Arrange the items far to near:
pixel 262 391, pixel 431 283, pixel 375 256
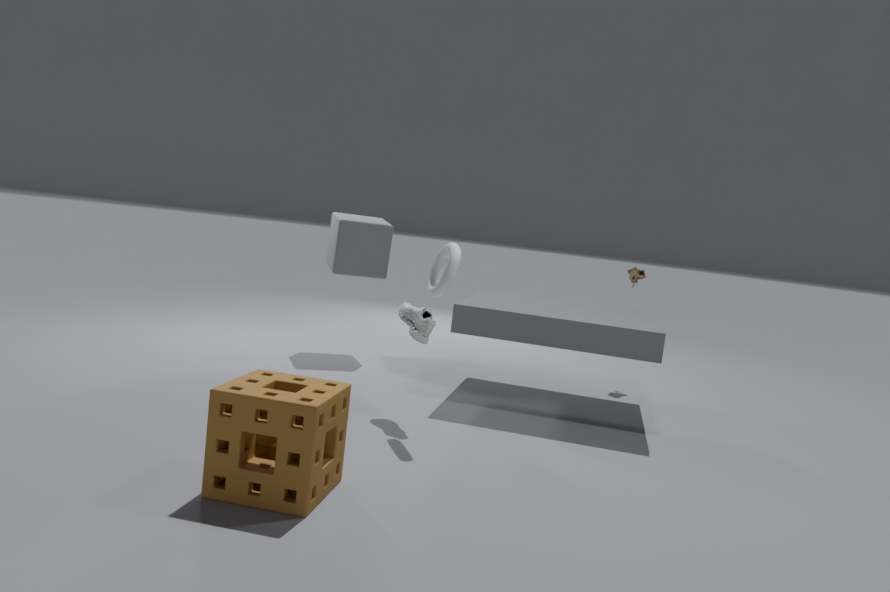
pixel 375 256
pixel 431 283
pixel 262 391
